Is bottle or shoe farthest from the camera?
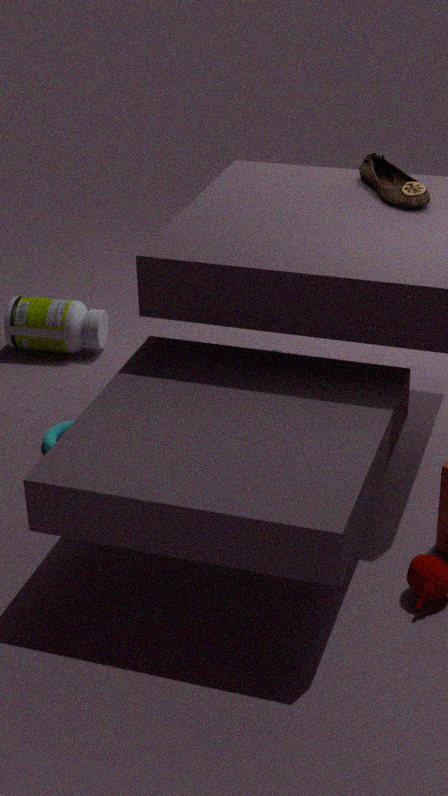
bottle
